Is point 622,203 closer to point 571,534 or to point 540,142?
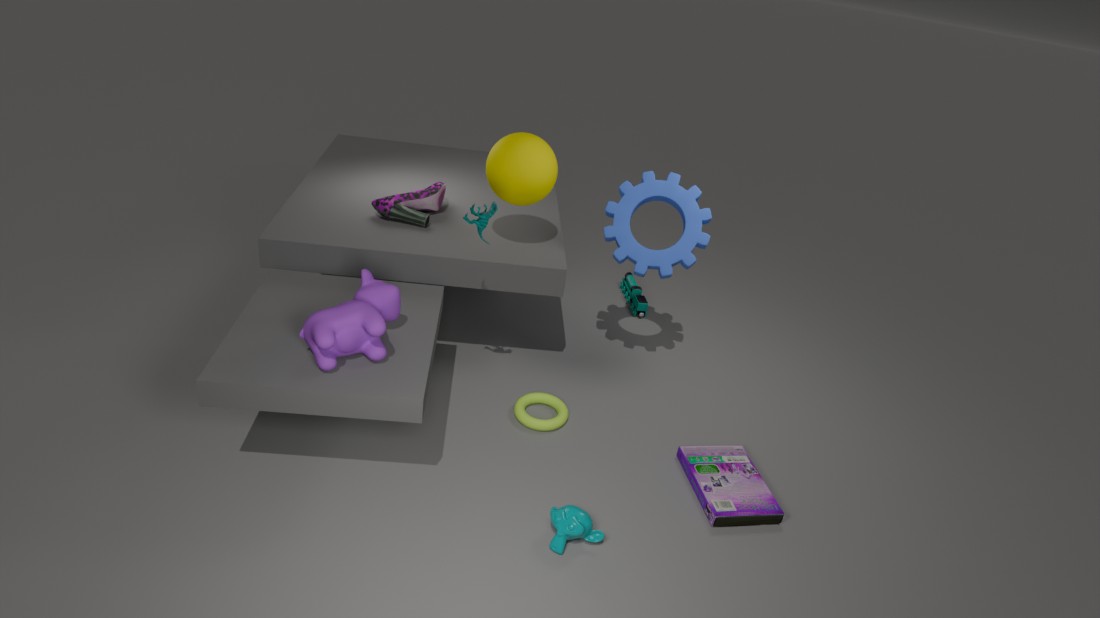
point 540,142
